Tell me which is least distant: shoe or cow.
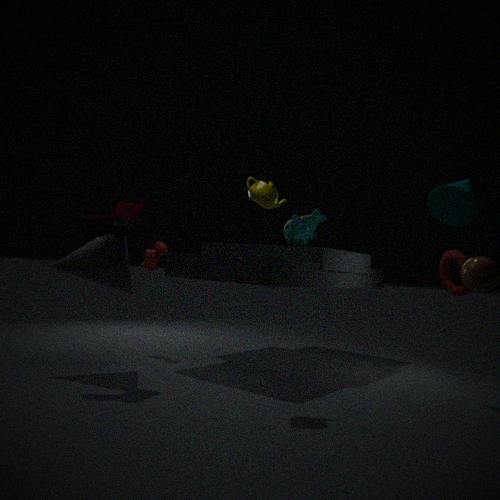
shoe
